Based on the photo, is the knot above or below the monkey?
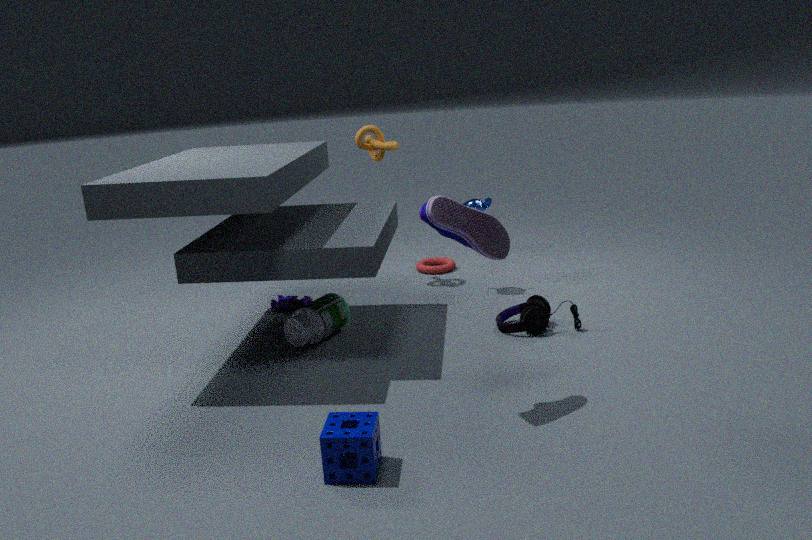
above
